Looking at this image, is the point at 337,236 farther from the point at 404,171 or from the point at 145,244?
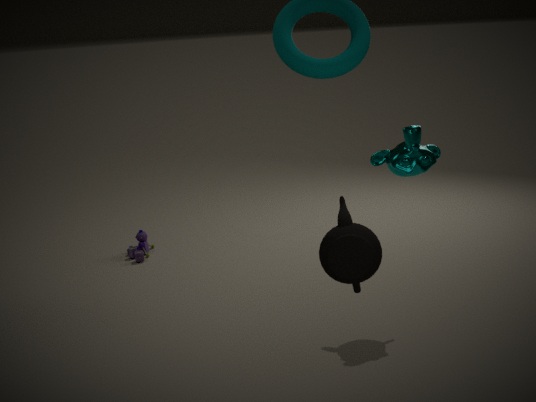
the point at 145,244
